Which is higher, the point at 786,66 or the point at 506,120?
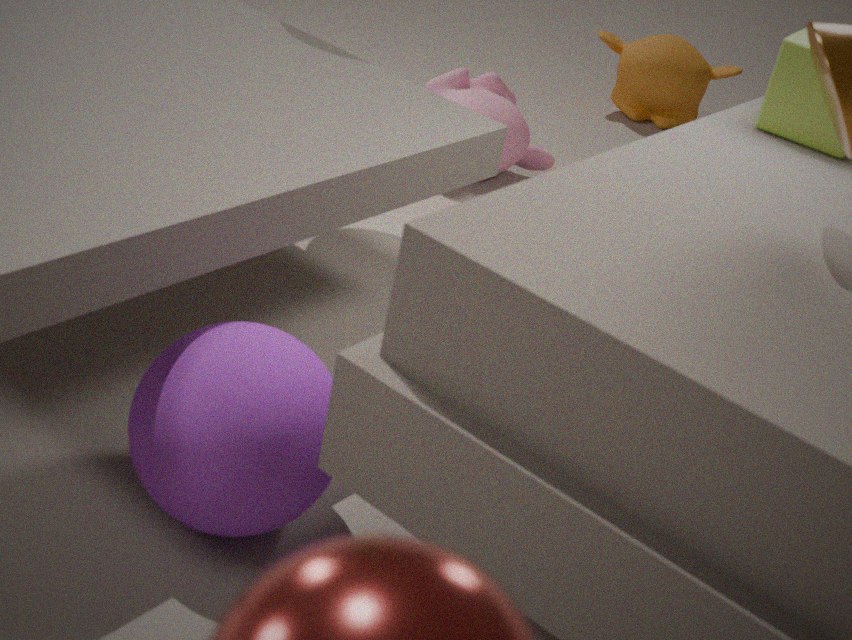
the point at 786,66
